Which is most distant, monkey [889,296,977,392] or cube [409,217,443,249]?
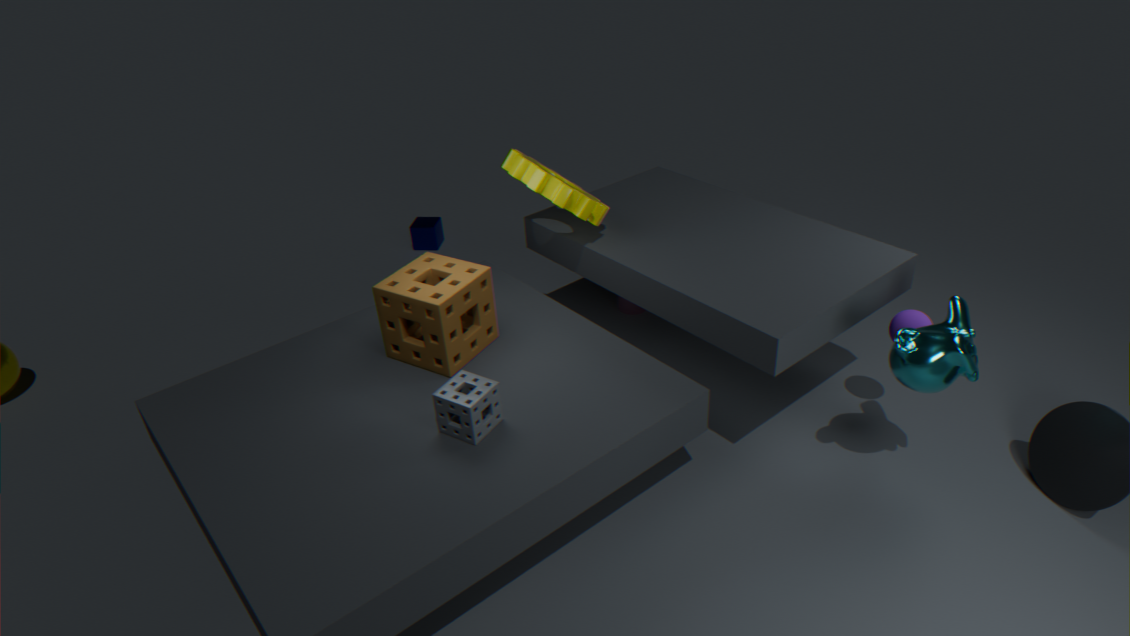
cube [409,217,443,249]
